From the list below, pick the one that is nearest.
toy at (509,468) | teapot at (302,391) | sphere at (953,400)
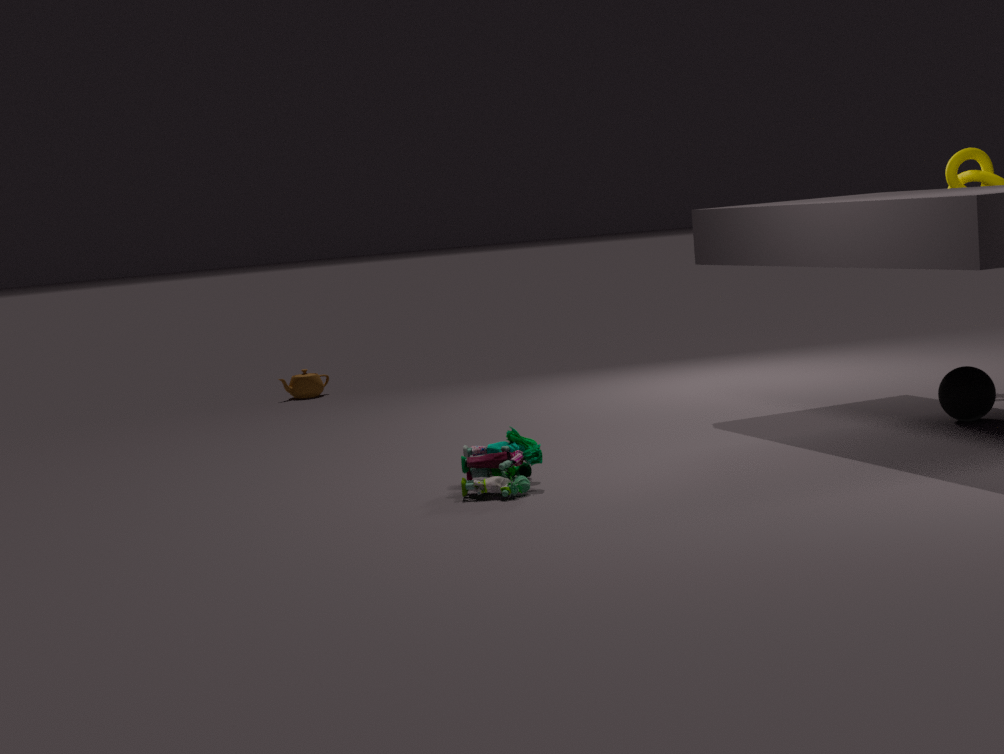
toy at (509,468)
